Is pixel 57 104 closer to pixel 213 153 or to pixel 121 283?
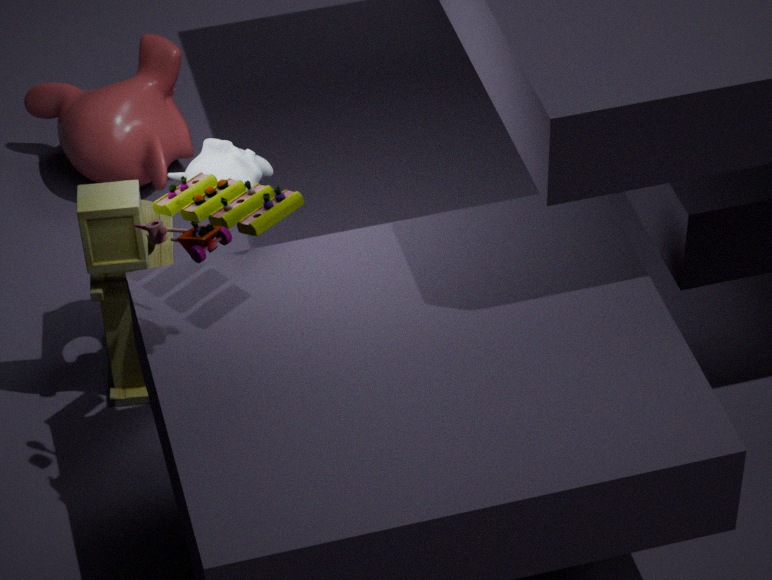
pixel 121 283
